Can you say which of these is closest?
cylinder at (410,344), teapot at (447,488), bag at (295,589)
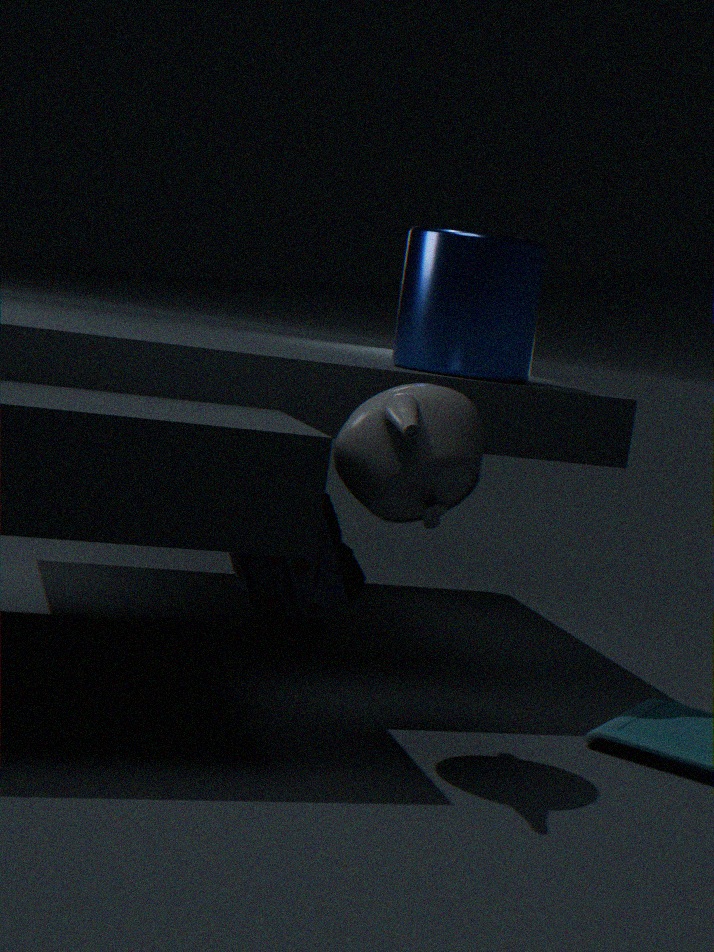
teapot at (447,488)
